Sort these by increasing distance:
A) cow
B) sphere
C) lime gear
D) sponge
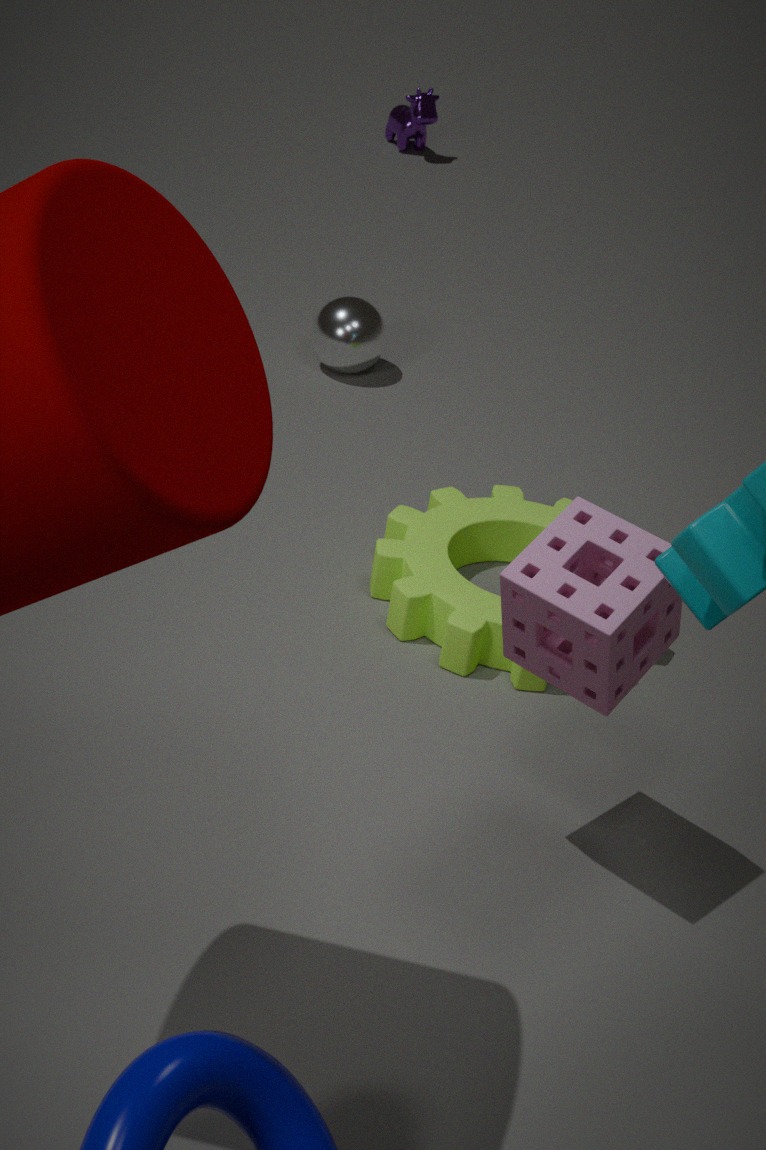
sponge
lime gear
sphere
cow
